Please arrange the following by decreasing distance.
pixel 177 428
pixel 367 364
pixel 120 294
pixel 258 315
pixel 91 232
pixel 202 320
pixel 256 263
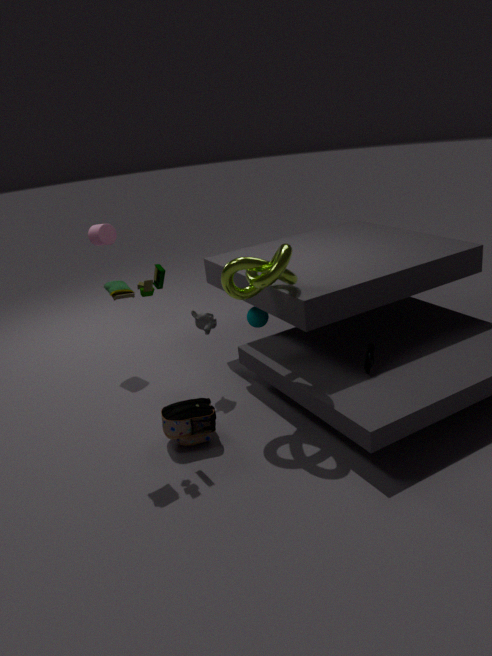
pixel 91 232 < pixel 258 315 < pixel 202 320 < pixel 367 364 < pixel 177 428 < pixel 256 263 < pixel 120 294
